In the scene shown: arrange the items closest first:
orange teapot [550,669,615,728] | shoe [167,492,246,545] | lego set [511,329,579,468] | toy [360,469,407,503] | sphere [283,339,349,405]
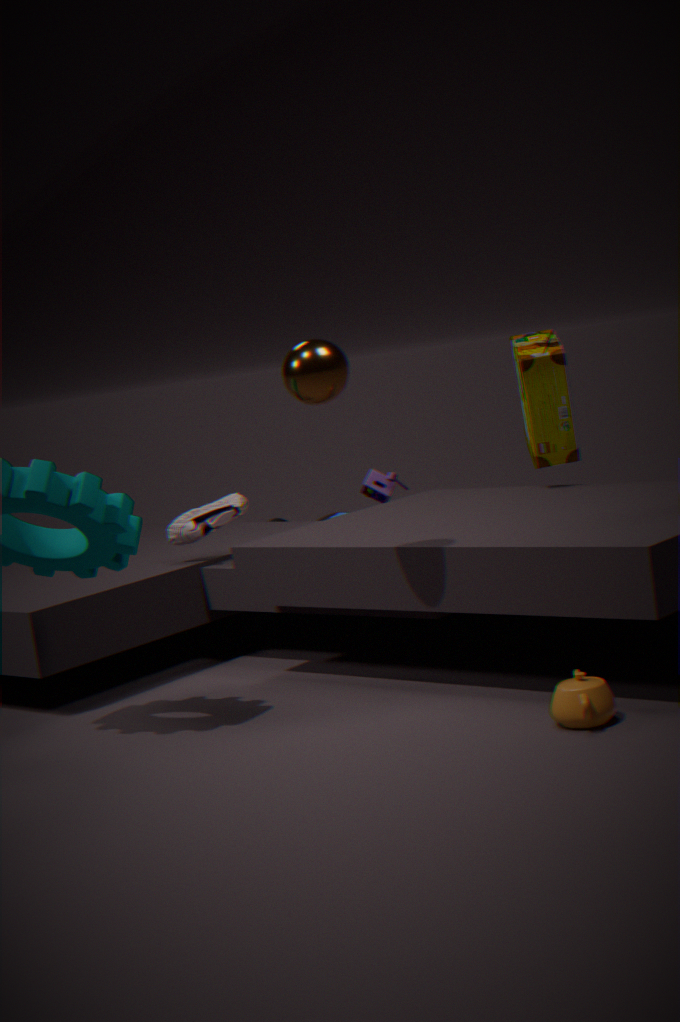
orange teapot [550,669,615,728], sphere [283,339,349,405], lego set [511,329,579,468], shoe [167,492,246,545], toy [360,469,407,503]
